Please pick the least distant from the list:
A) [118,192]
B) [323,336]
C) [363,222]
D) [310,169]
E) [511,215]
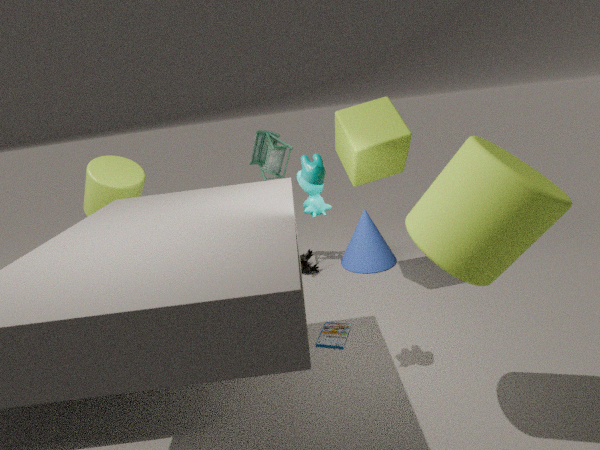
[511,215]
